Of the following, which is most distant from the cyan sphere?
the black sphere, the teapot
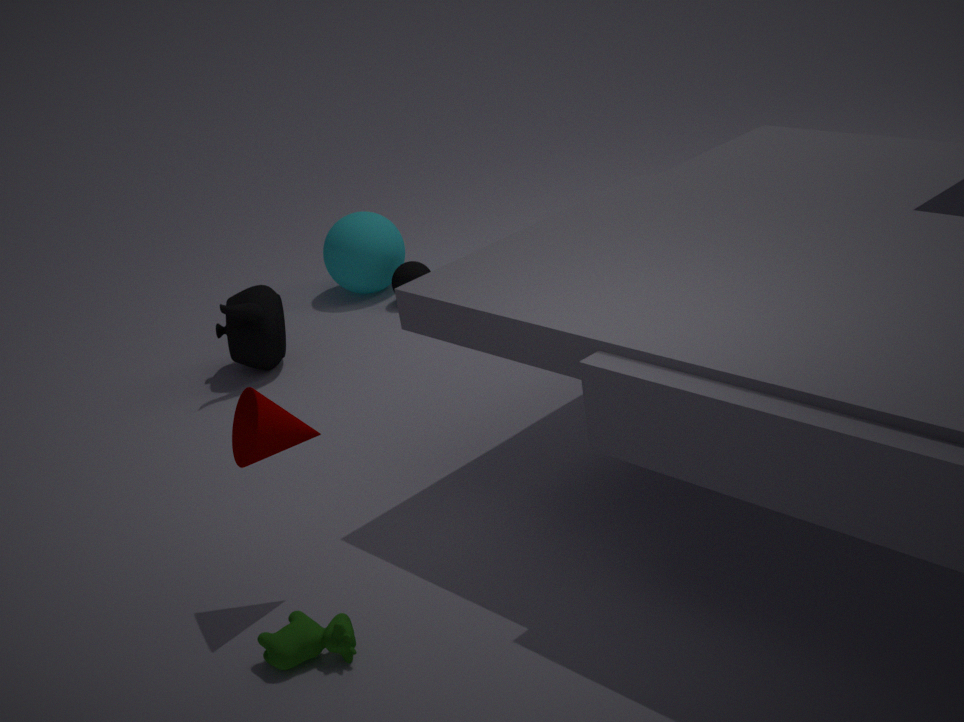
the teapot
